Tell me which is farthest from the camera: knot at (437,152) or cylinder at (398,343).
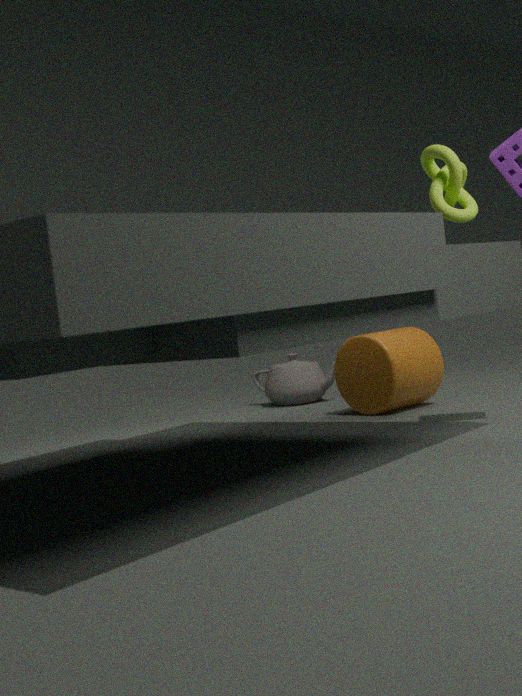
cylinder at (398,343)
